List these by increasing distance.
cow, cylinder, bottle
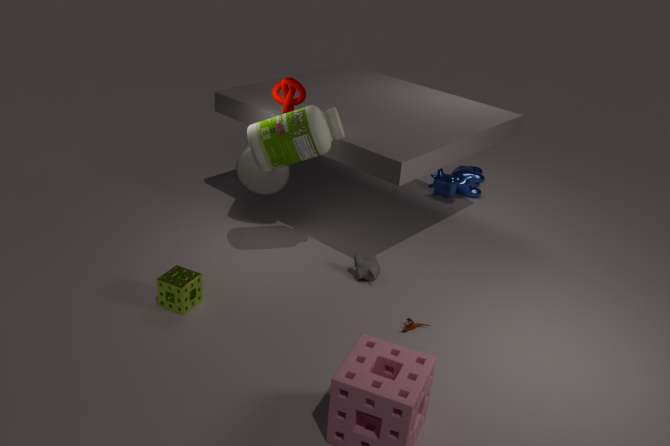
bottle, cylinder, cow
